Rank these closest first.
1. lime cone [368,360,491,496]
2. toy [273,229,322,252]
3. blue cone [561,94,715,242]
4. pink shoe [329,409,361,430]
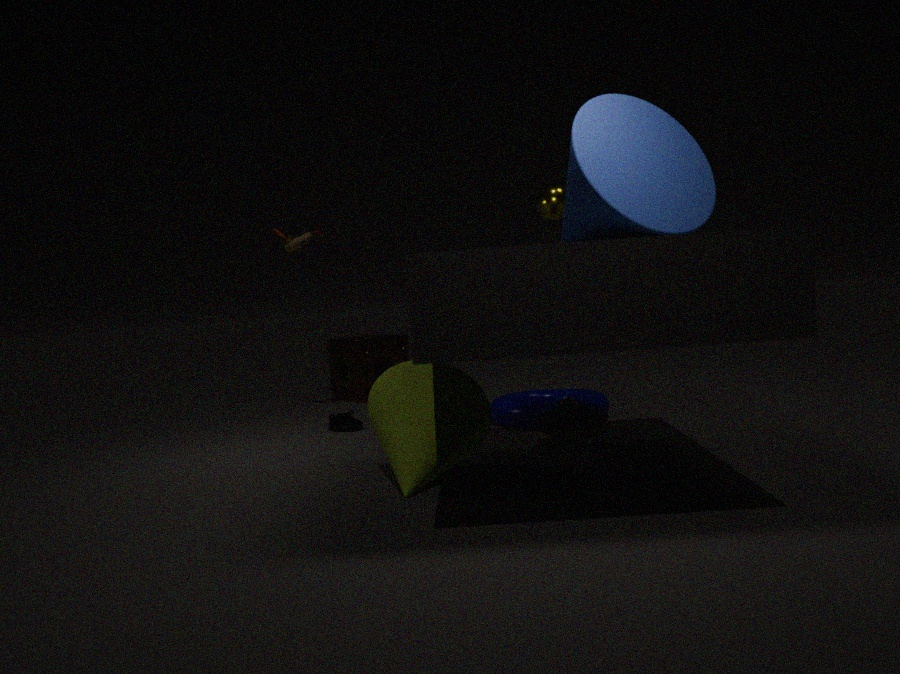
blue cone [561,94,715,242], lime cone [368,360,491,496], pink shoe [329,409,361,430], toy [273,229,322,252]
